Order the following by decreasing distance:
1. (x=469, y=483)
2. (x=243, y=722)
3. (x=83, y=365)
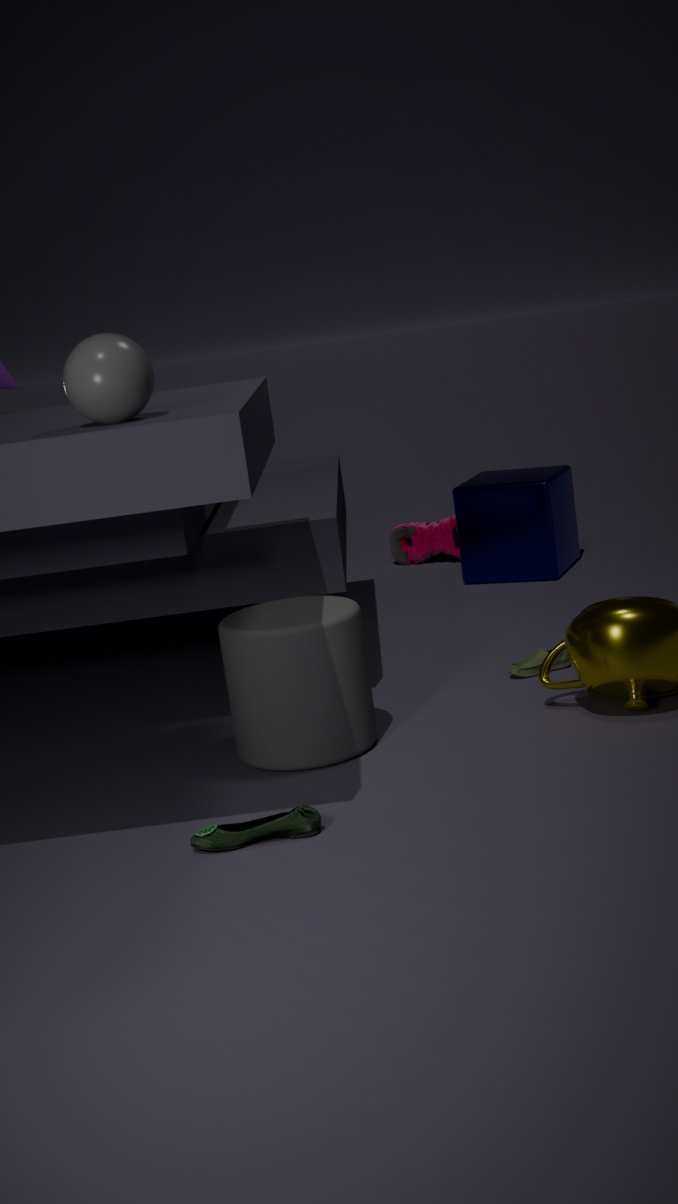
(x=469, y=483)
(x=243, y=722)
(x=83, y=365)
